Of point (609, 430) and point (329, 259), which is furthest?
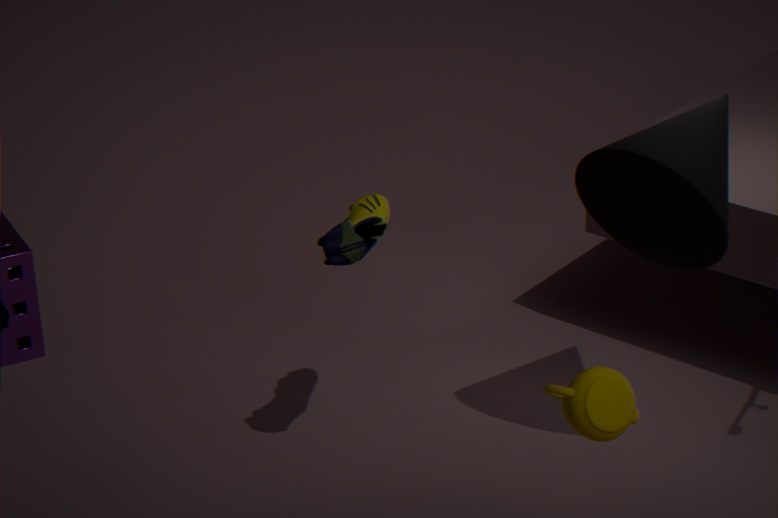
point (329, 259)
